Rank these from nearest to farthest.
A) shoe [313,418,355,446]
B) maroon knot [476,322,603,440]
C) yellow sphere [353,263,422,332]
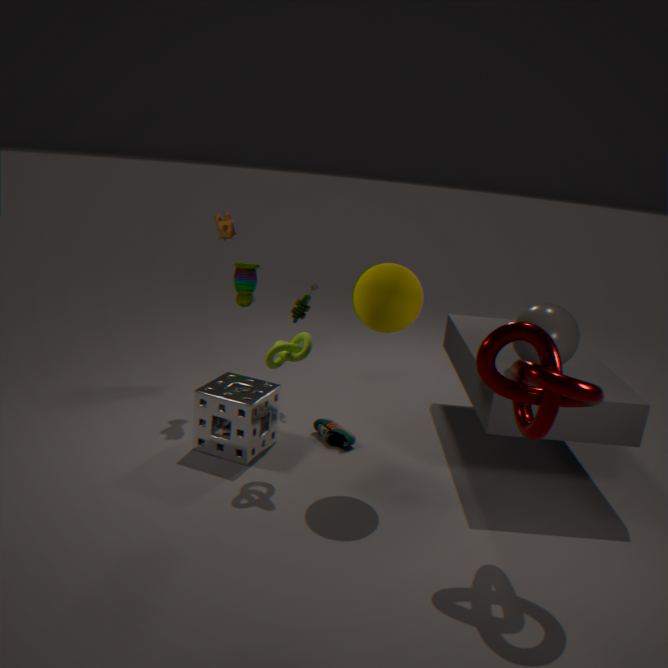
maroon knot [476,322,603,440]
yellow sphere [353,263,422,332]
shoe [313,418,355,446]
